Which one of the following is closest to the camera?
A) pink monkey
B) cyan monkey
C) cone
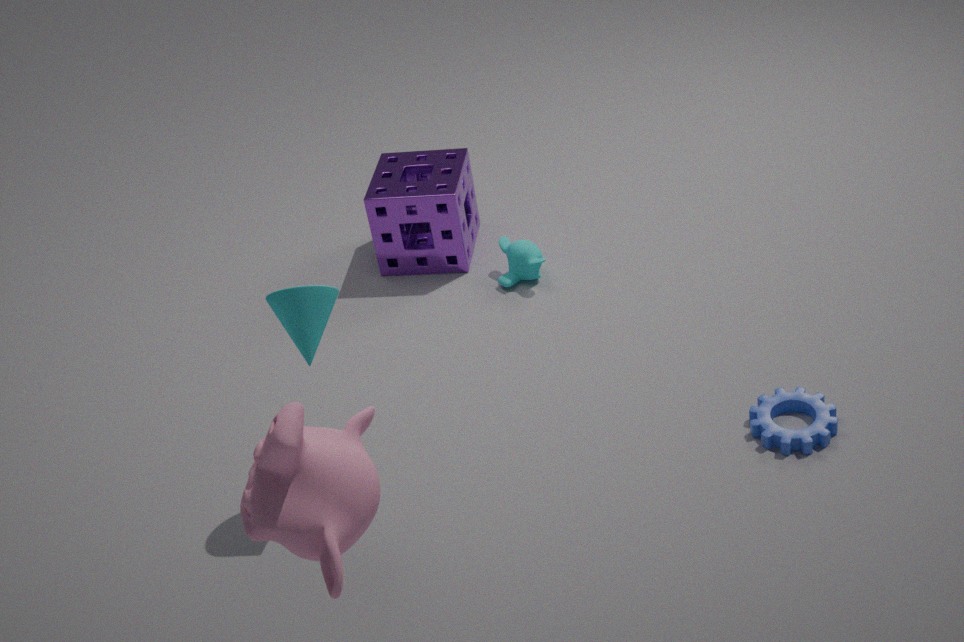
pink monkey
